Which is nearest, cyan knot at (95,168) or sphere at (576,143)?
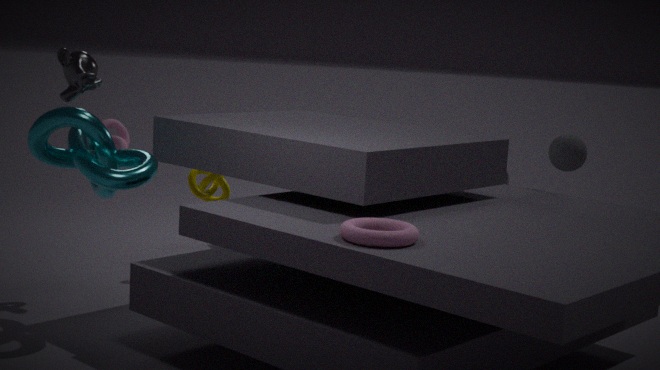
cyan knot at (95,168)
